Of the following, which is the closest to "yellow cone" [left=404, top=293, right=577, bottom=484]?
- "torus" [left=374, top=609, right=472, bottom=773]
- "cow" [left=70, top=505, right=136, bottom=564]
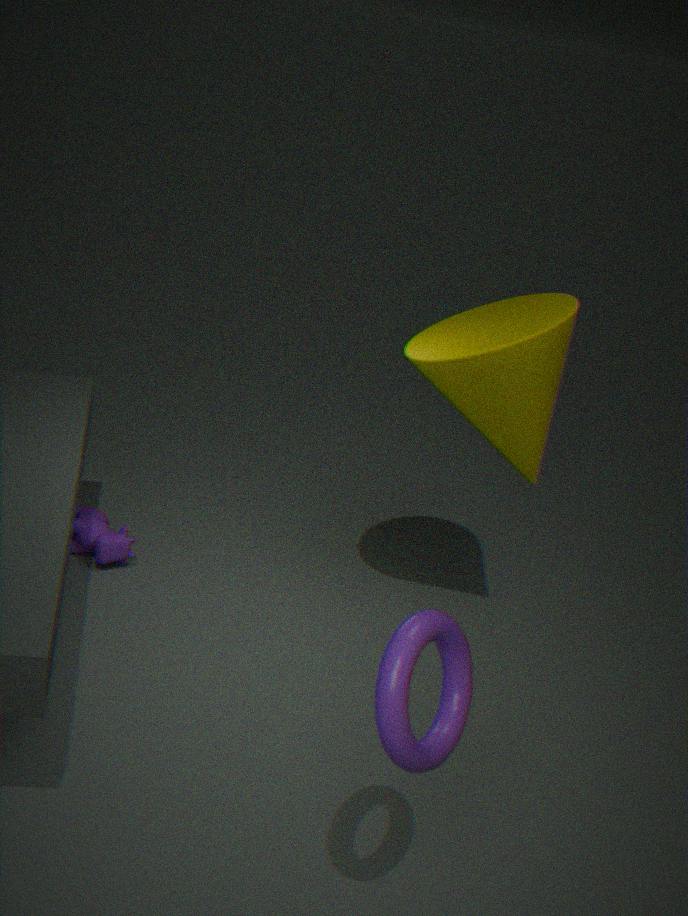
"torus" [left=374, top=609, right=472, bottom=773]
